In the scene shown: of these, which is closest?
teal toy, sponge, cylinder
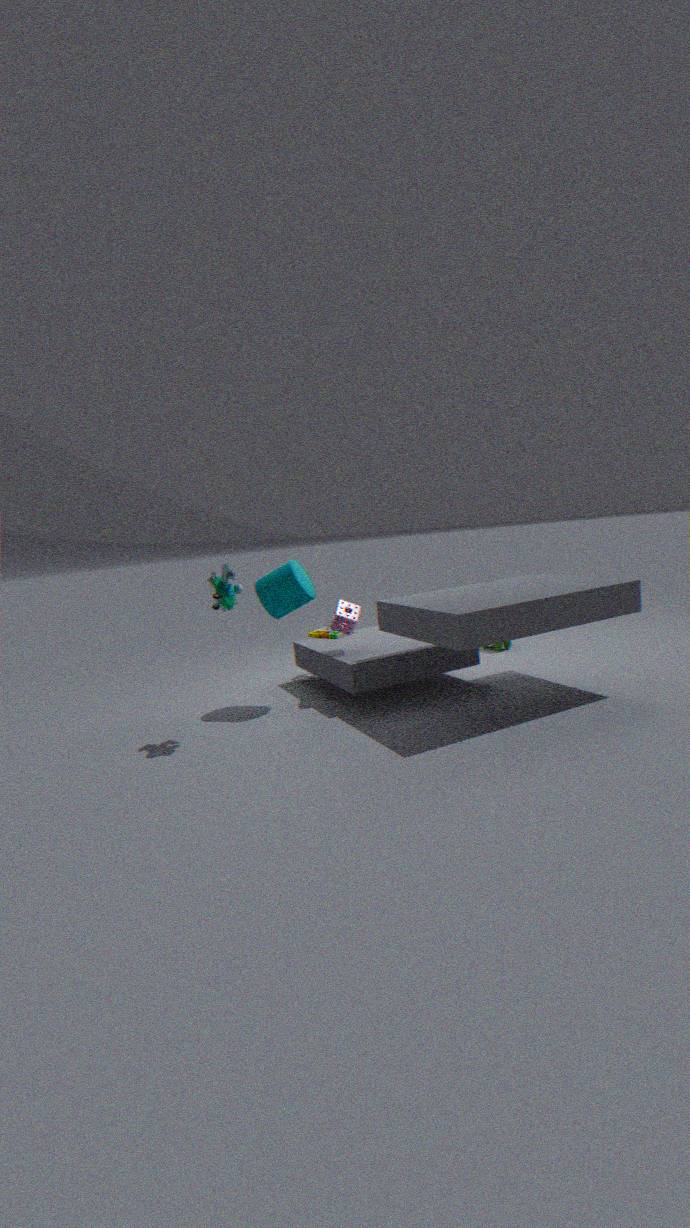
teal toy
